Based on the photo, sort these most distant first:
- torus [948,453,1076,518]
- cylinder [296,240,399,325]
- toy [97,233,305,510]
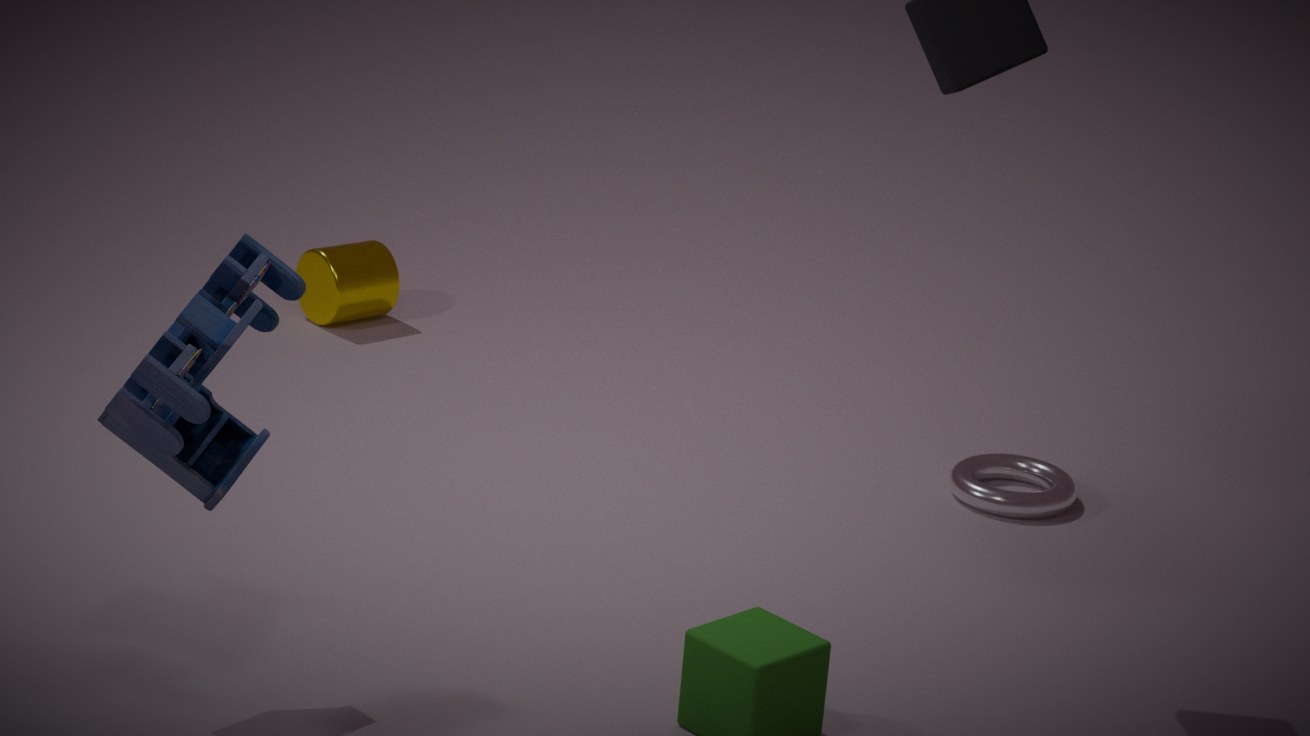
cylinder [296,240,399,325]
torus [948,453,1076,518]
toy [97,233,305,510]
